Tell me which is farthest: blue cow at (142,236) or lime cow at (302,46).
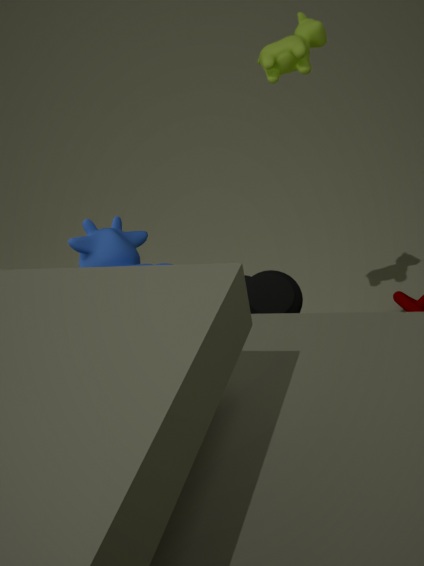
lime cow at (302,46)
